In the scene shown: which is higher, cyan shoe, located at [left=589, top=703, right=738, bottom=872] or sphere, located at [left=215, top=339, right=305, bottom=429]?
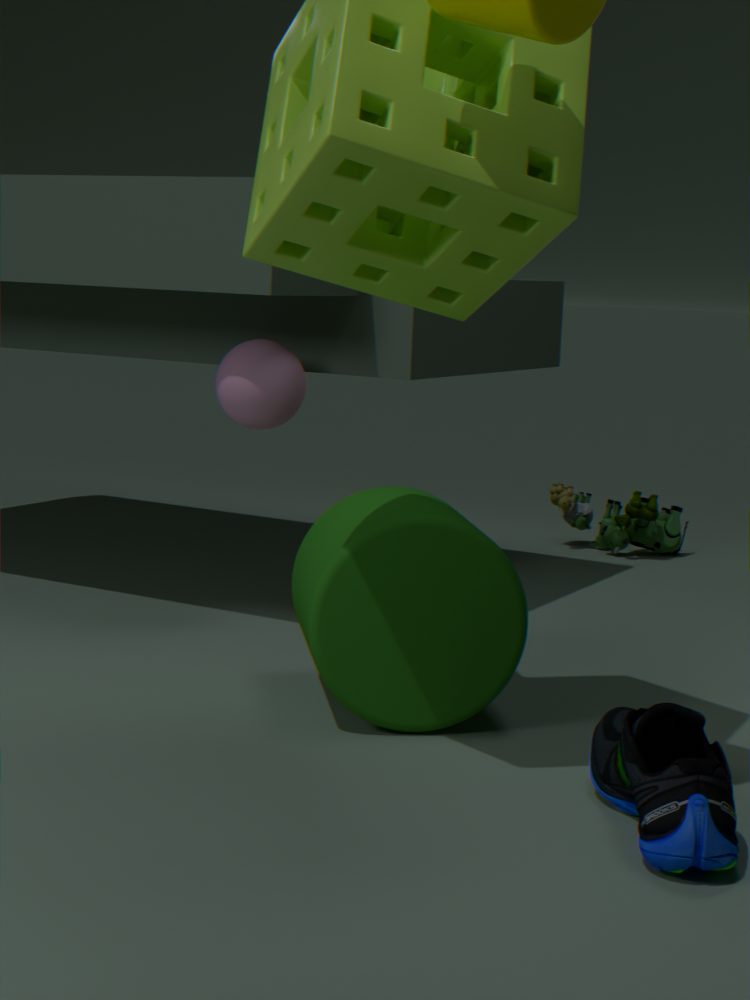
sphere, located at [left=215, top=339, right=305, bottom=429]
